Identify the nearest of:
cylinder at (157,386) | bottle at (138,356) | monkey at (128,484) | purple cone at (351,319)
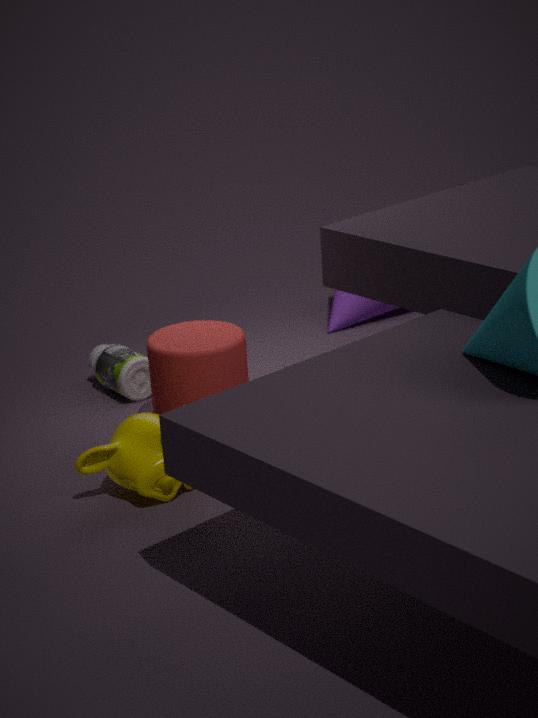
monkey at (128,484)
